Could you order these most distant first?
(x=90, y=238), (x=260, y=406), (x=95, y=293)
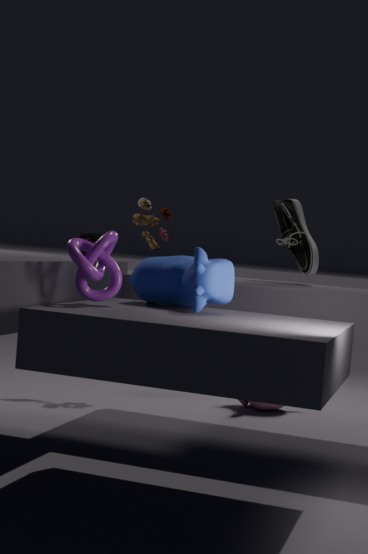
1. (x=90, y=238)
2. (x=260, y=406)
3. (x=95, y=293)
